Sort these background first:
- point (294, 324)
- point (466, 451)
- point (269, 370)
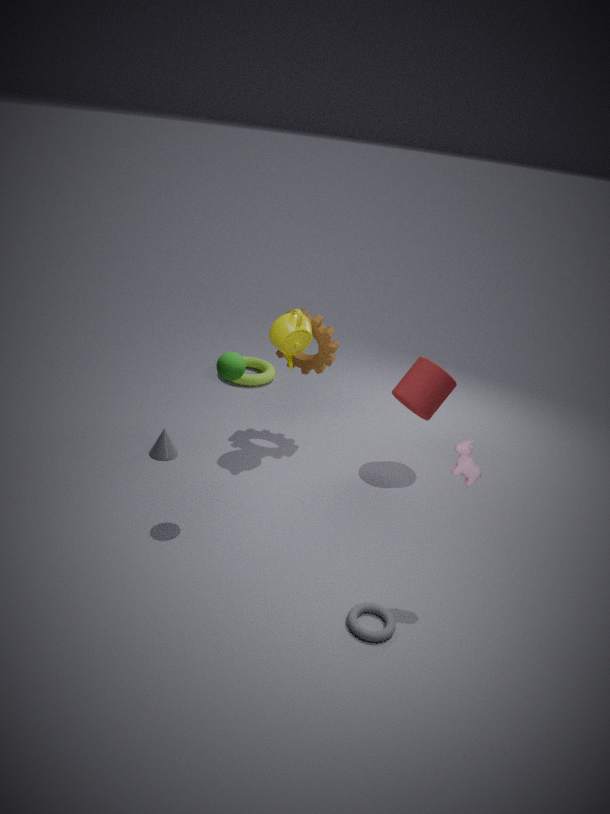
1. point (269, 370)
2. point (294, 324)
3. point (466, 451)
